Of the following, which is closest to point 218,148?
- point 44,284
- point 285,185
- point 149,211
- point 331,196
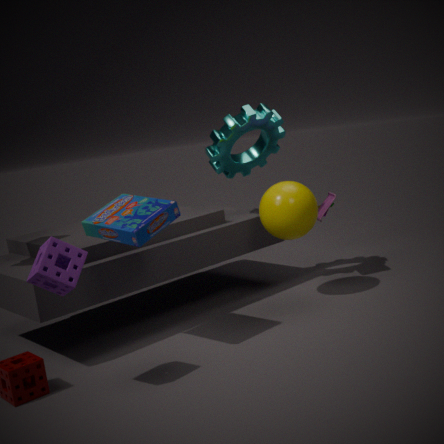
point 285,185
